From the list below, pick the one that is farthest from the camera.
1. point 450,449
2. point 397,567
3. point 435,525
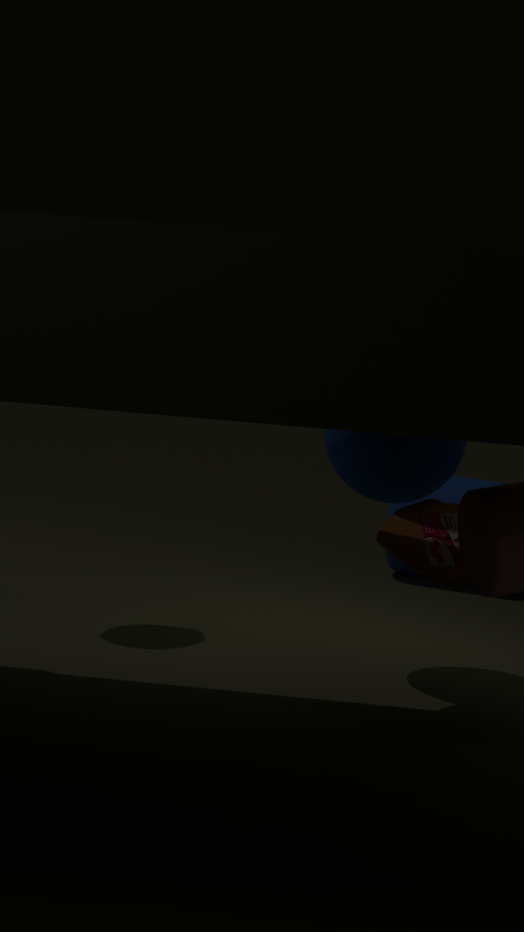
point 397,567
